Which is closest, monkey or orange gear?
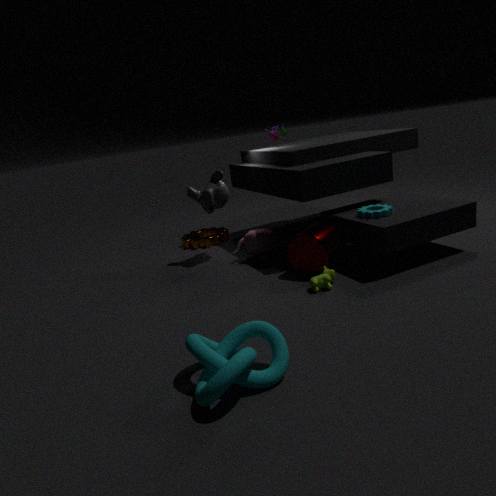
monkey
